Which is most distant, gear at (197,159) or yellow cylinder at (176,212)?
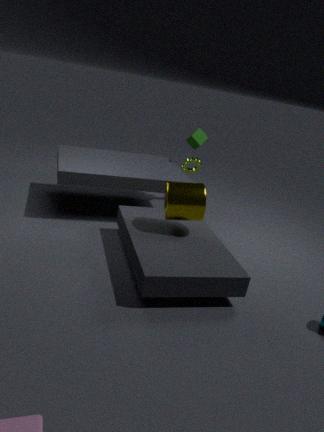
gear at (197,159)
